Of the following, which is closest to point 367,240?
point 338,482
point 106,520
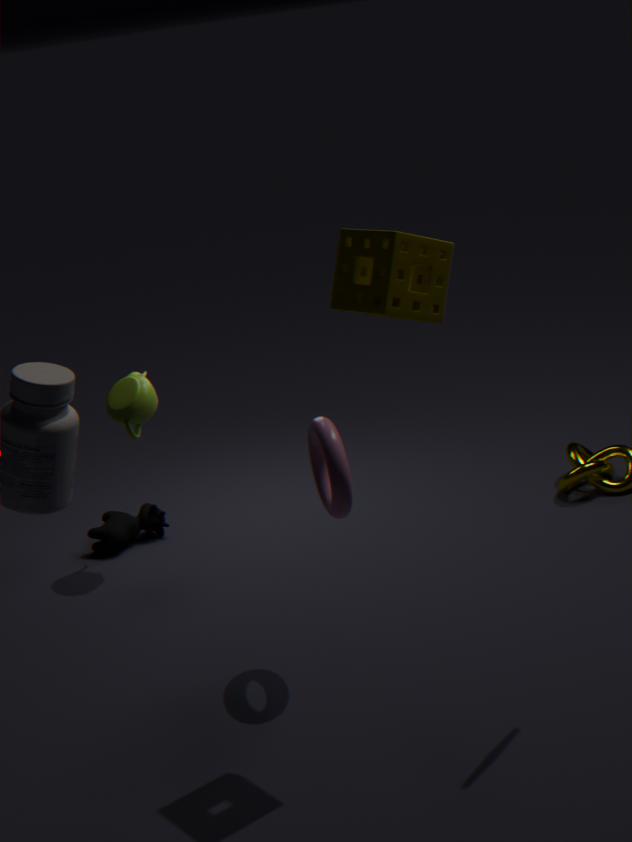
point 338,482
